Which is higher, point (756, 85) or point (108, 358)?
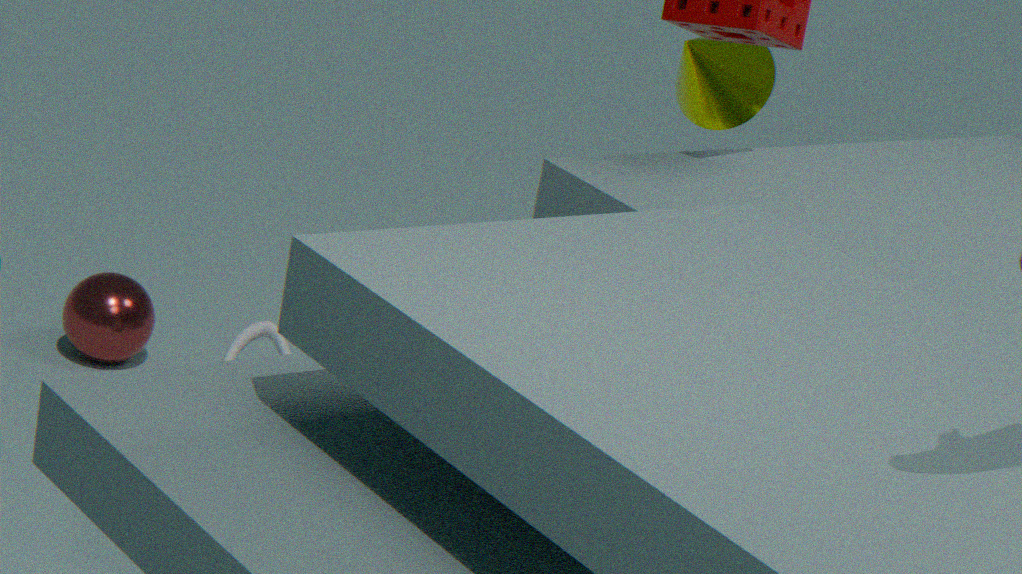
point (756, 85)
